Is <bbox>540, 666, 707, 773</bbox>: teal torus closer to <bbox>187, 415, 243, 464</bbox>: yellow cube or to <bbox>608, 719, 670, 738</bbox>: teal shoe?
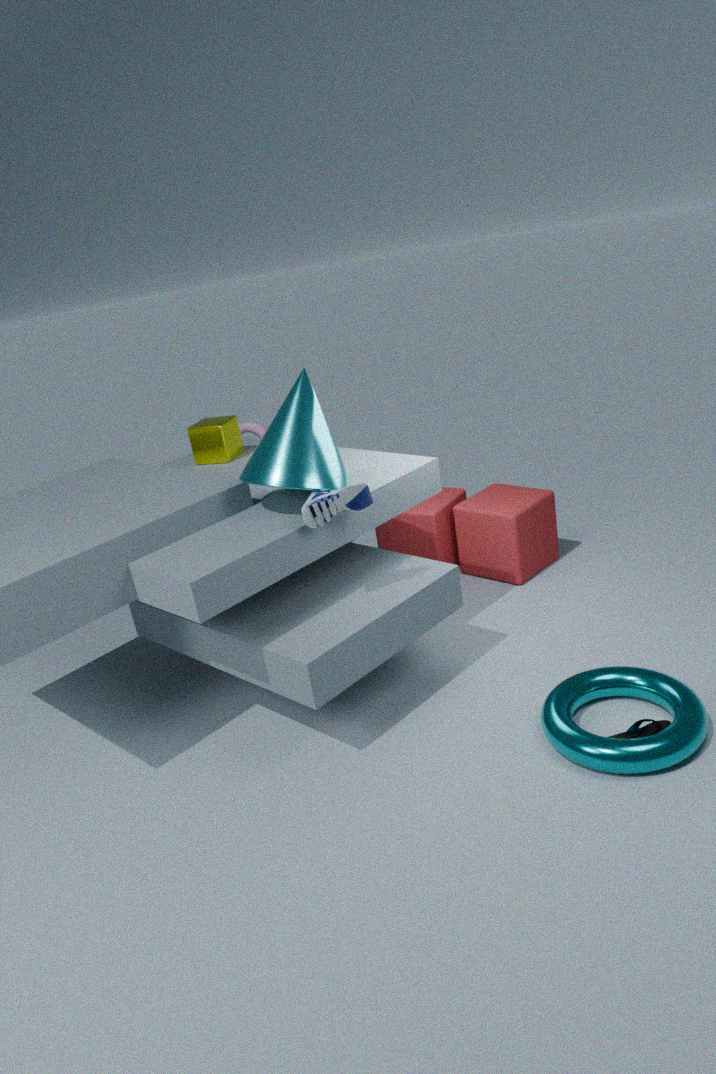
<bbox>608, 719, 670, 738</bbox>: teal shoe
